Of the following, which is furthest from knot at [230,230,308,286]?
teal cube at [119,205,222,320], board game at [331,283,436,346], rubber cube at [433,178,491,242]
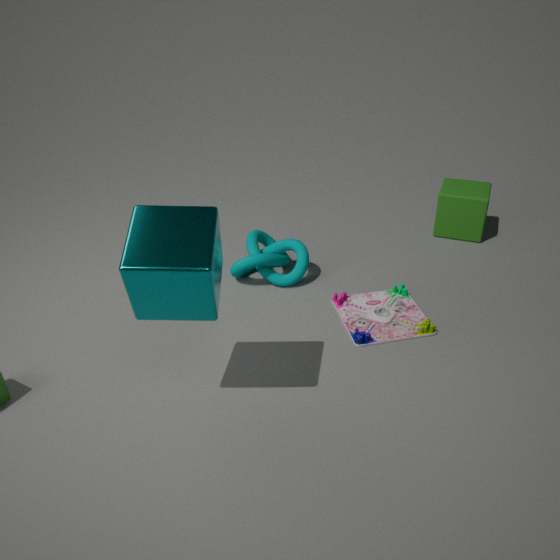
rubber cube at [433,178,491,242]
